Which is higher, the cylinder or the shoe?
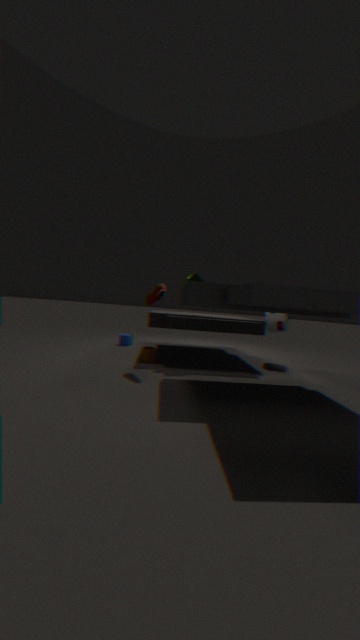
the shoe
